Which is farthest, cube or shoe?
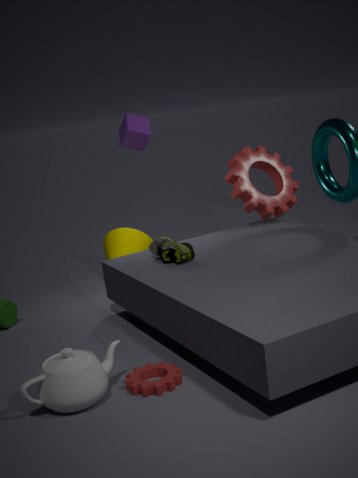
cube
